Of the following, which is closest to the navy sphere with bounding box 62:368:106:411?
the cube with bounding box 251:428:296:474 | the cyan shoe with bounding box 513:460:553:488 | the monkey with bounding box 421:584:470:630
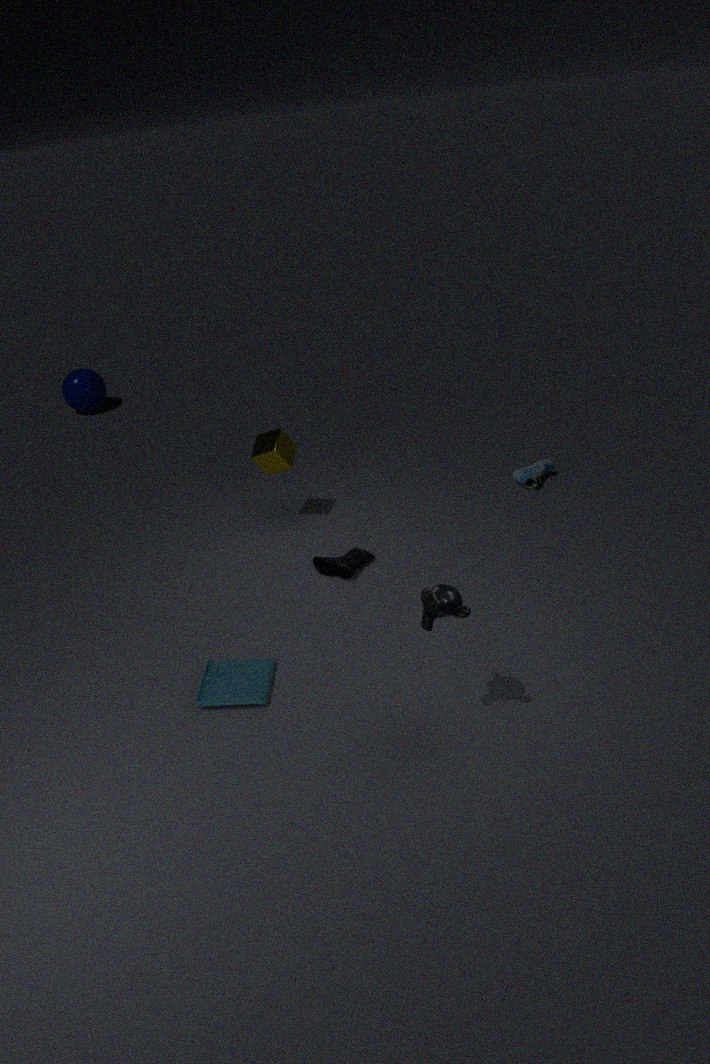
the cube with bounding box 251:428:296:474
